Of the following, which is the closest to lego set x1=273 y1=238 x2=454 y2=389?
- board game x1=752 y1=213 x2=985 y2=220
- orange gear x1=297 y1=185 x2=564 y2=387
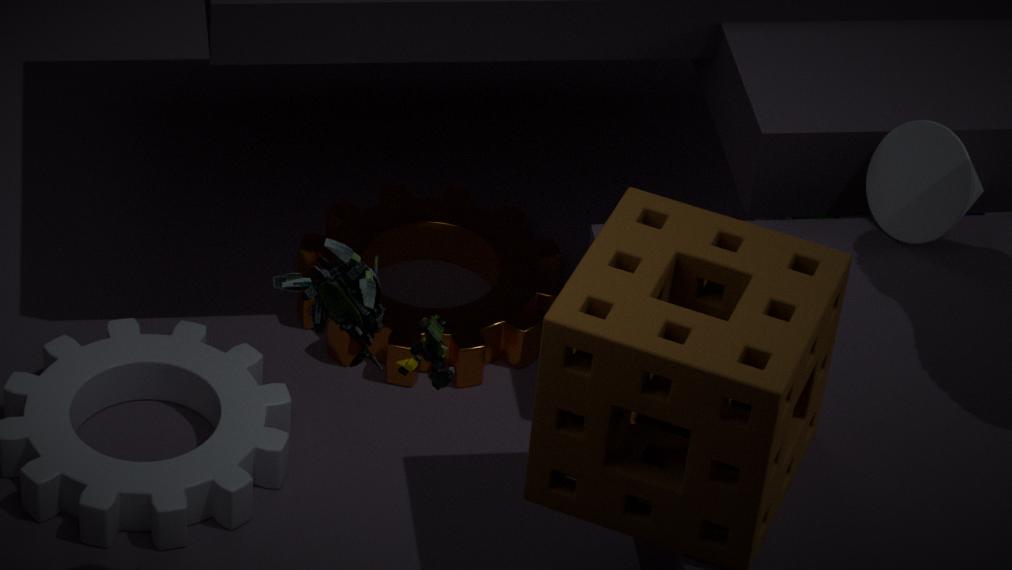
orange gear x1=297 y1=185 x2=564 y2=387
